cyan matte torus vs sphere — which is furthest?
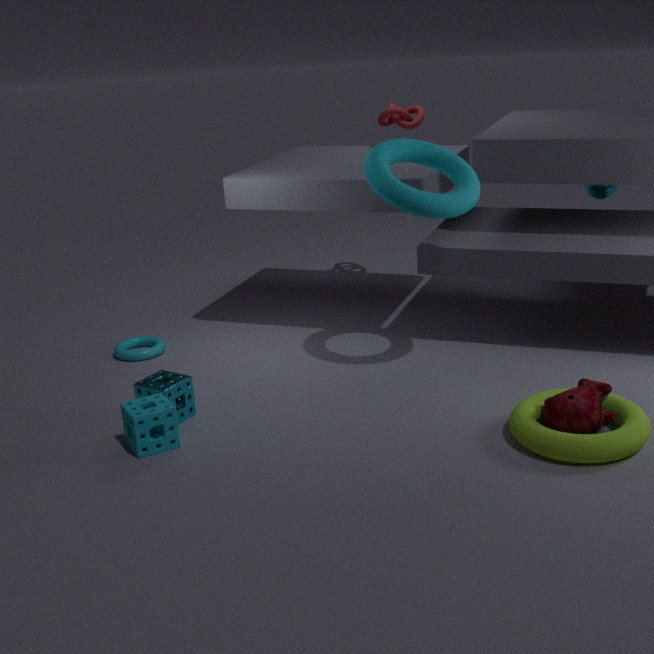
sphere
